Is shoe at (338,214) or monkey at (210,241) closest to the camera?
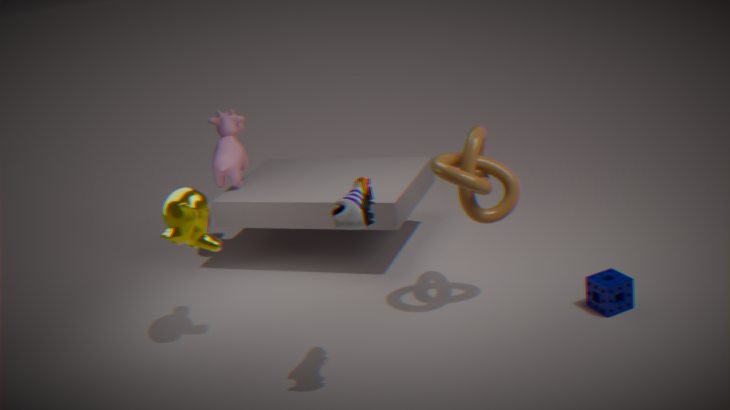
shoe at (338,214)
